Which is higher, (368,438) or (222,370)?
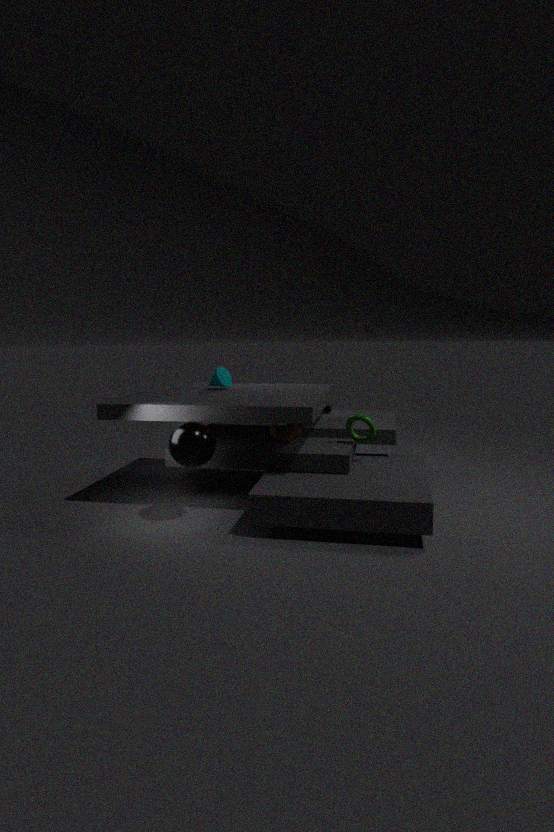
(222,370)
